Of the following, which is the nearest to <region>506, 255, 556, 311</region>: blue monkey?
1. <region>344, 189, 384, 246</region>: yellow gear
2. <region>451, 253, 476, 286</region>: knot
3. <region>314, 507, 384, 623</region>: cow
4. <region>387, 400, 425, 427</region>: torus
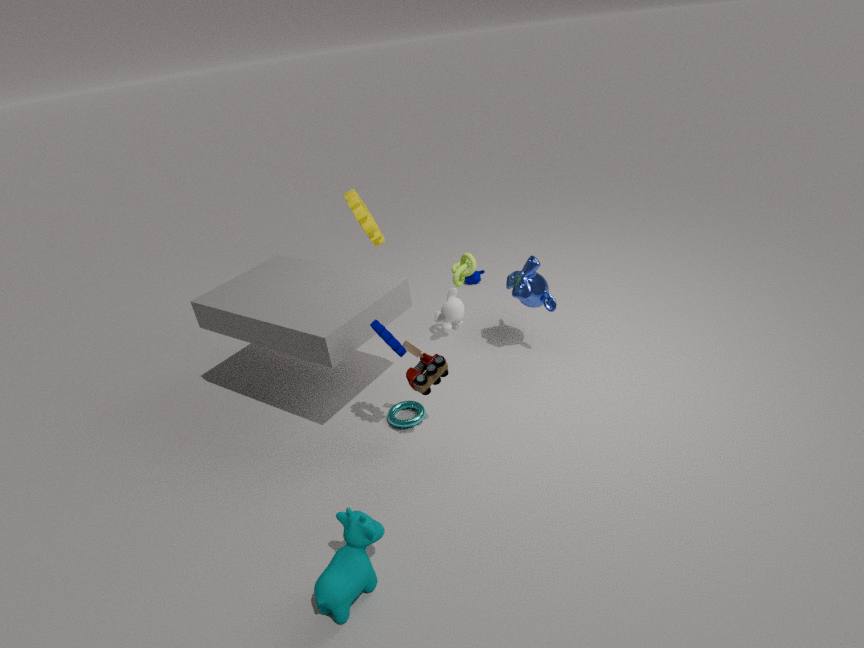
<region>451, 253, 476, 286</region>: knot
